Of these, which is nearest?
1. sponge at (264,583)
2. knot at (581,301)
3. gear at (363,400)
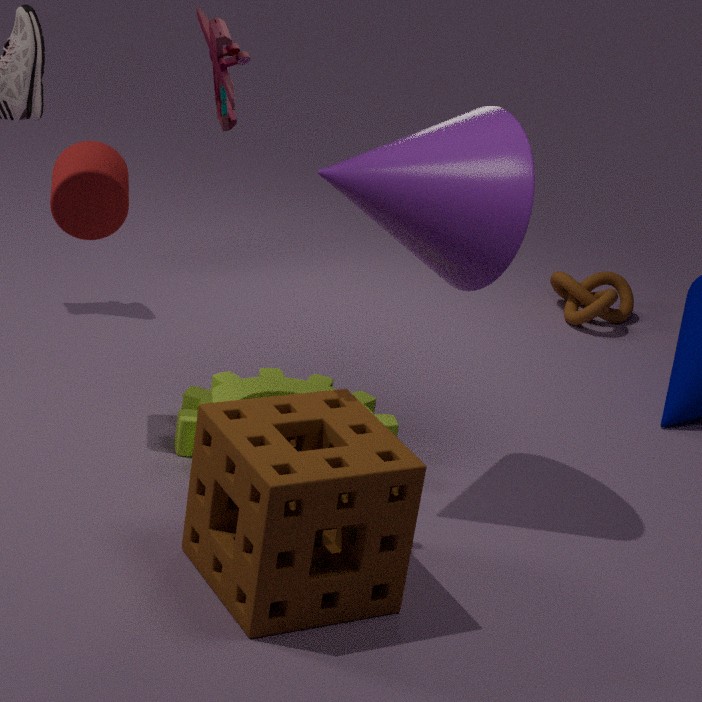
sponge at (264,583)
